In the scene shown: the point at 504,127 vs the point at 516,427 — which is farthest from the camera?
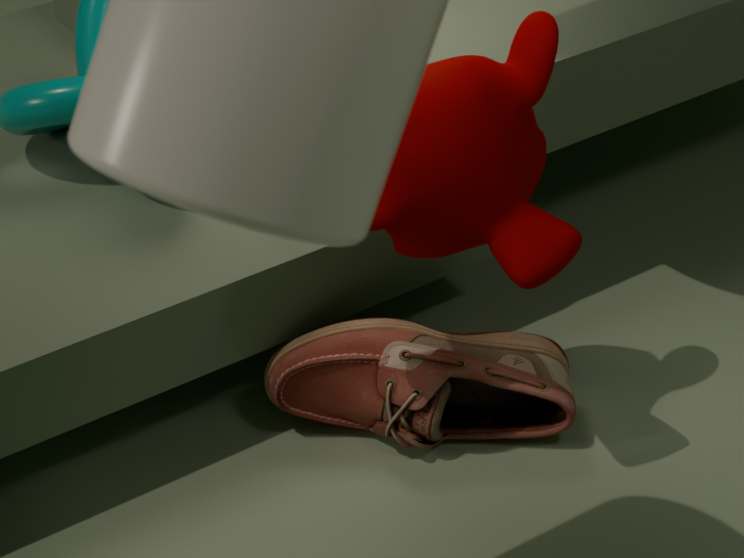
the point at 516,427
